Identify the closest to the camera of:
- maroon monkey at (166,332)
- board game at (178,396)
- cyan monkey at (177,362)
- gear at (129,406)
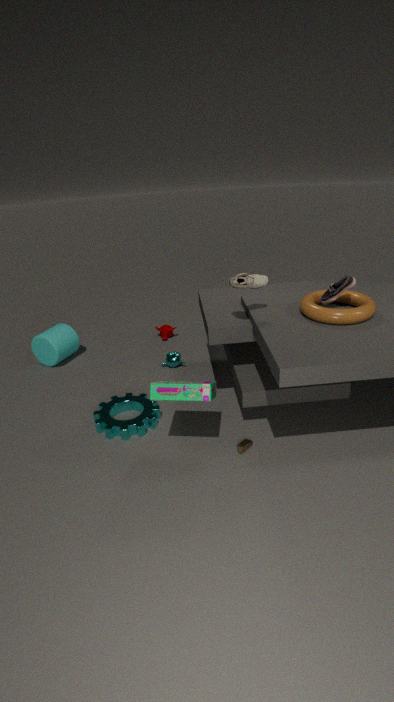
board game at (178,396)
